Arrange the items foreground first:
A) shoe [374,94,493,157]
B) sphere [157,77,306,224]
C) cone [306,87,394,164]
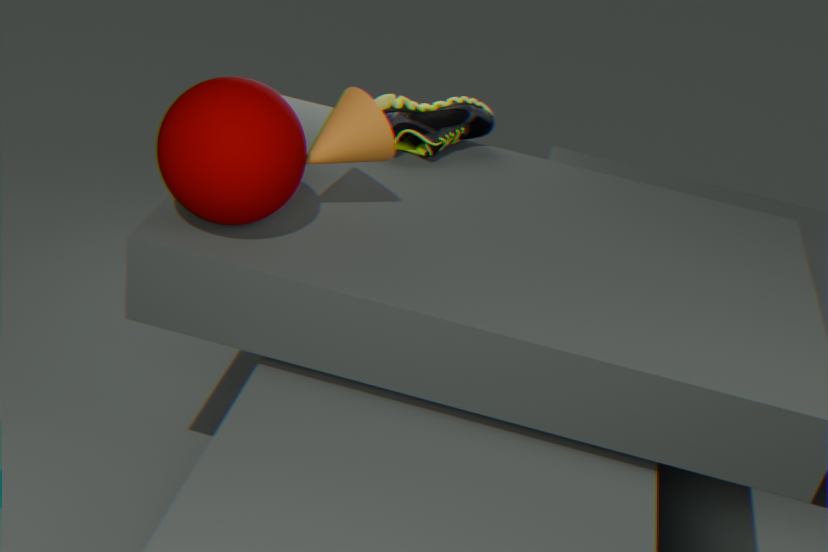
sphere [157,77,306,224]
cone [306,87,394,164]
shoe [374,94,493,157]
